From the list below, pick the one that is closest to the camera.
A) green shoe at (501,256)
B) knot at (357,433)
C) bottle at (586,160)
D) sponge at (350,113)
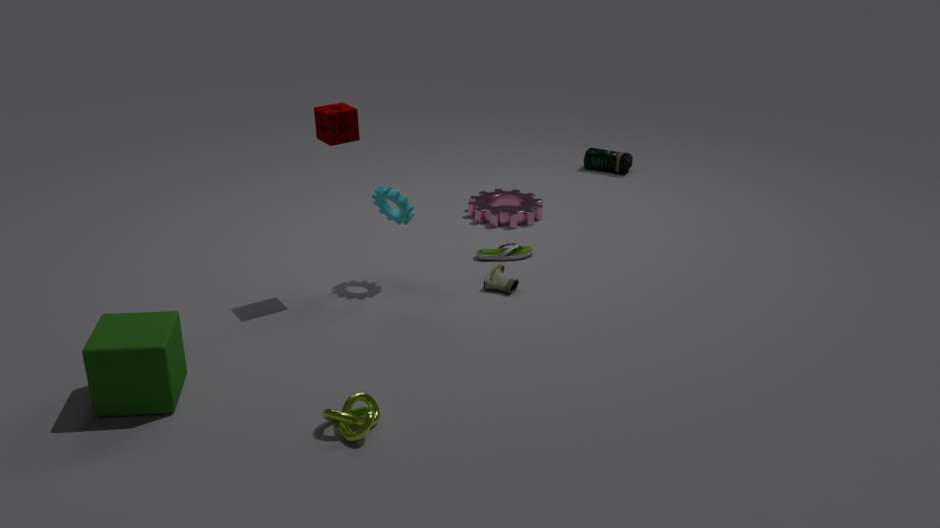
knot at (357,433)
